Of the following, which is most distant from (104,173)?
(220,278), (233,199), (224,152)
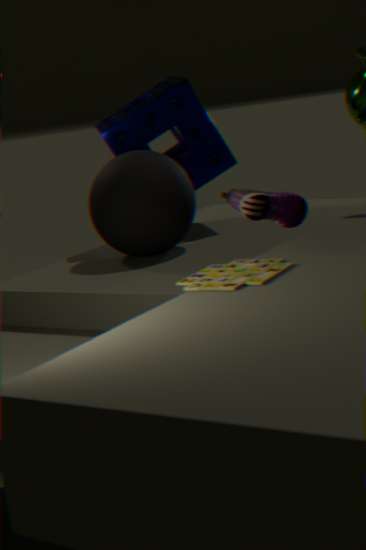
(220,278)
